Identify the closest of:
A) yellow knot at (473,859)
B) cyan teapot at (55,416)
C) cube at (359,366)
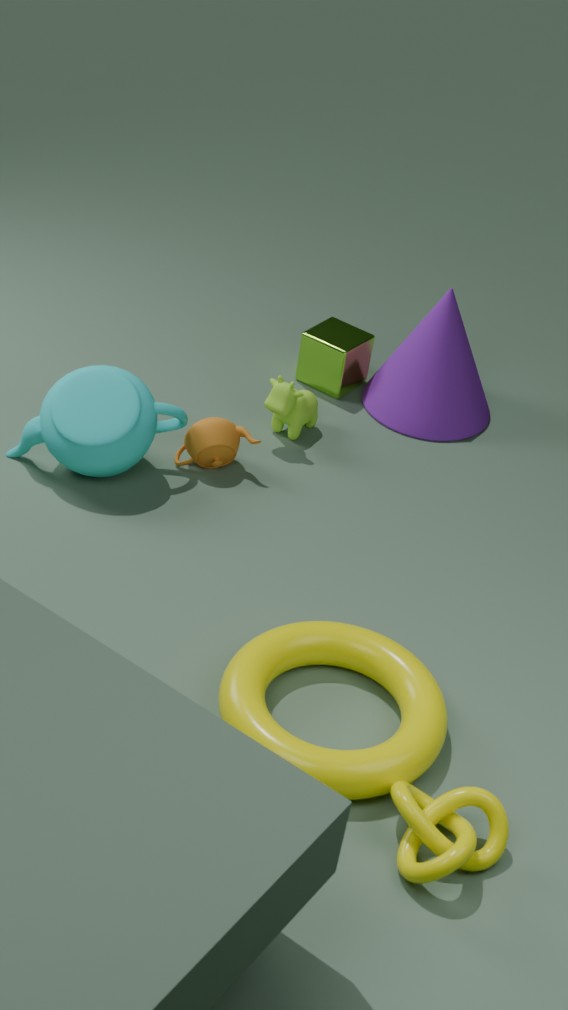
yellow knot at (473,859)
